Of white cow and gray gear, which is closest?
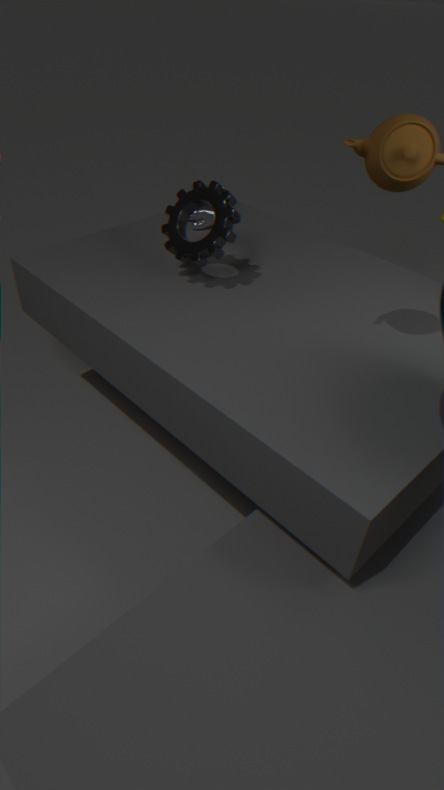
gray gear
